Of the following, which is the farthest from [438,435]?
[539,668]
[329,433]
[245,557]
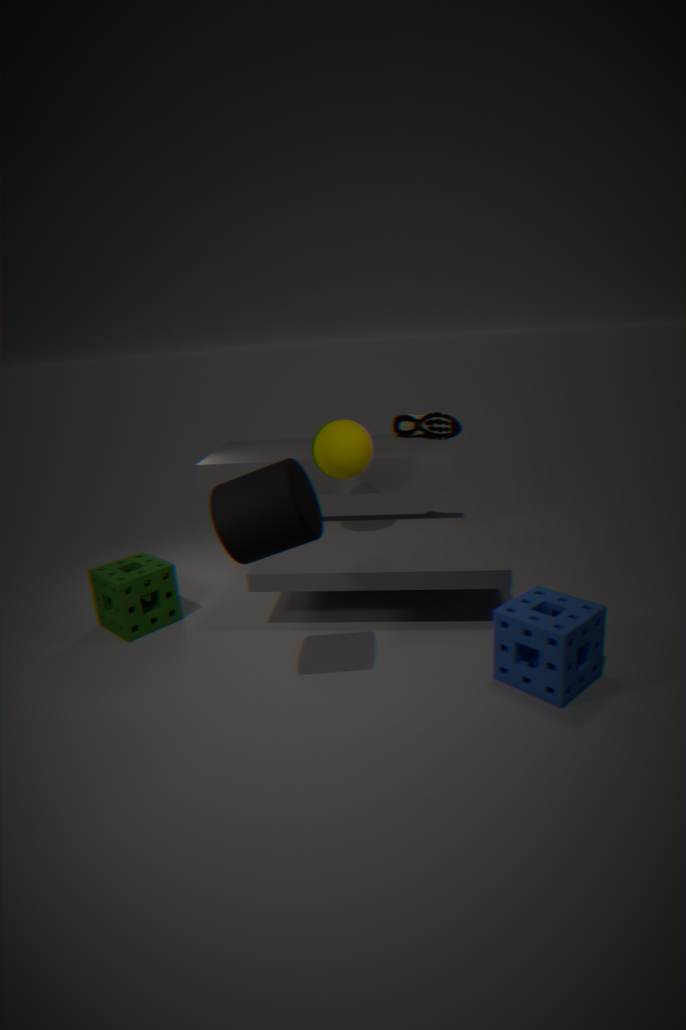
Result: [245,557]
